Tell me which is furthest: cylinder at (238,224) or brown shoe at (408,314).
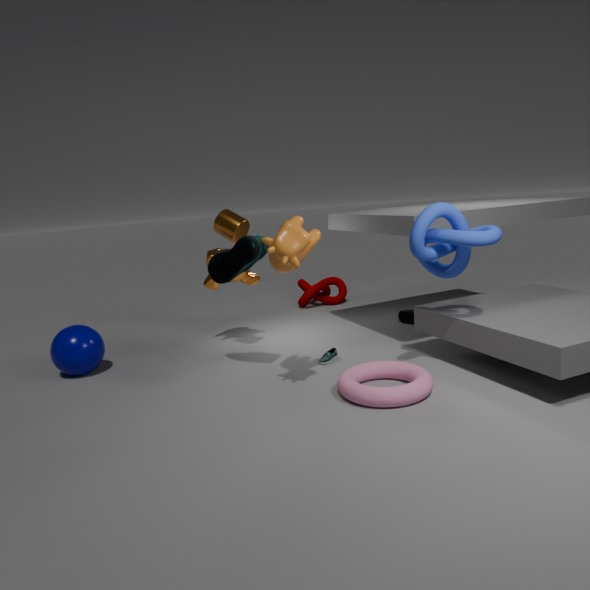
brown shoe at (408,314)
